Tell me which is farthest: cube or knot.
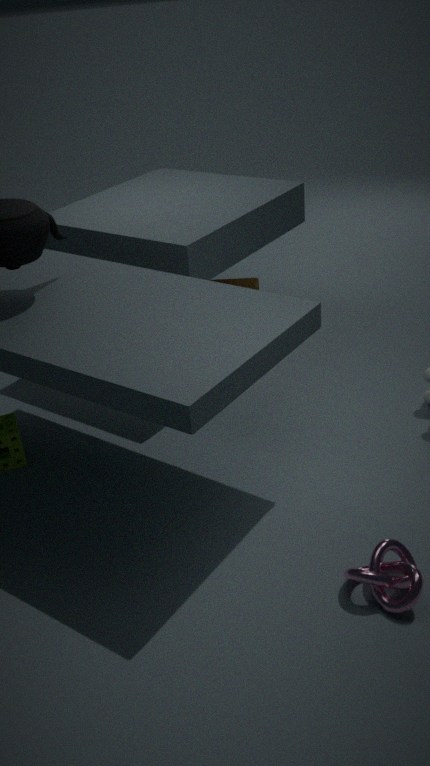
cube
